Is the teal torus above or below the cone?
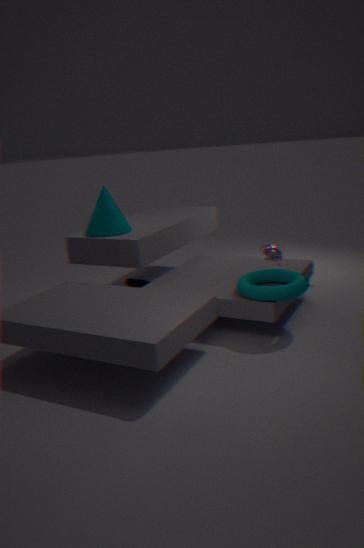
below
